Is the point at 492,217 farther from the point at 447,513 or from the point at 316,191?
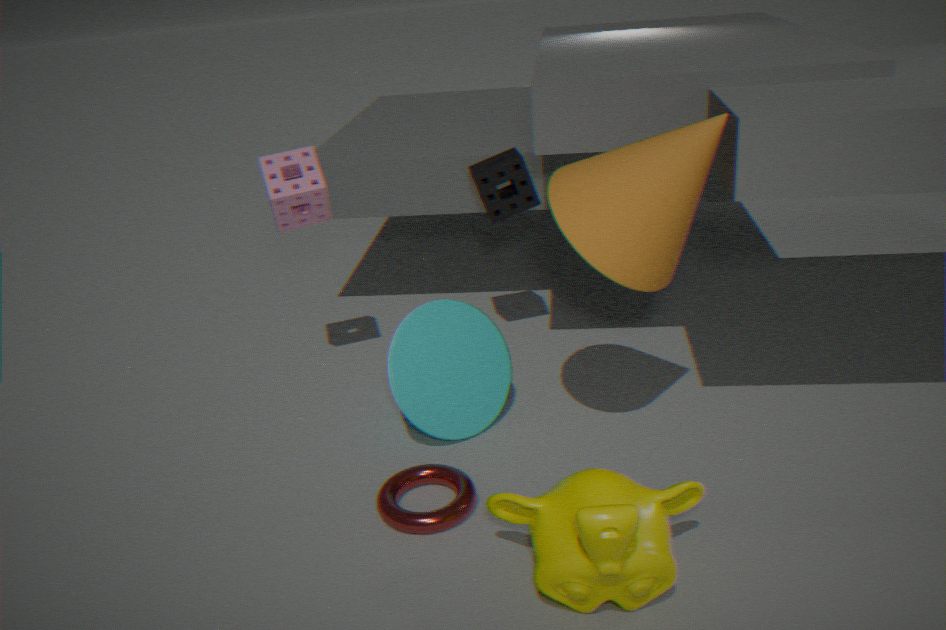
the point at 447,513
